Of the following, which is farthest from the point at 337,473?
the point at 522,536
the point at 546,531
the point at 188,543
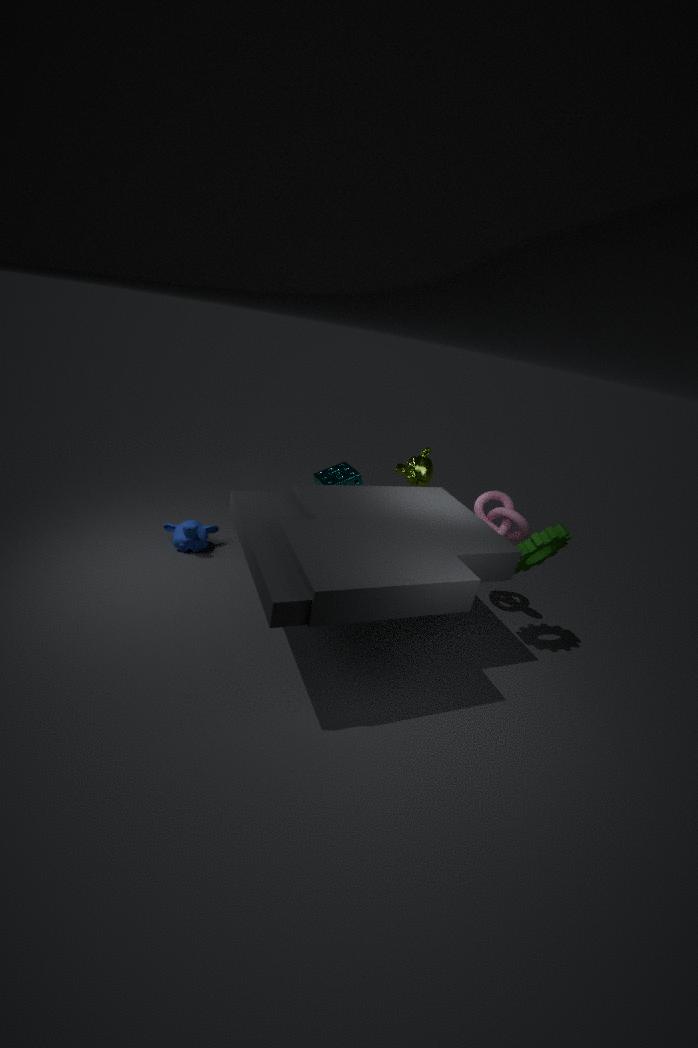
the point at 546,531
